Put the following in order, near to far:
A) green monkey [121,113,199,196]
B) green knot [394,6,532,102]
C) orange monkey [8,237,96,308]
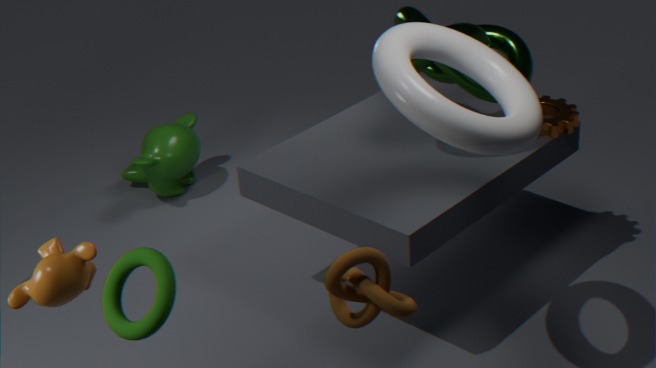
1. orange monkey [8,237,96,308]
2. green knot [394,6,532,102]
3. green monkey [121,113,199,196]
